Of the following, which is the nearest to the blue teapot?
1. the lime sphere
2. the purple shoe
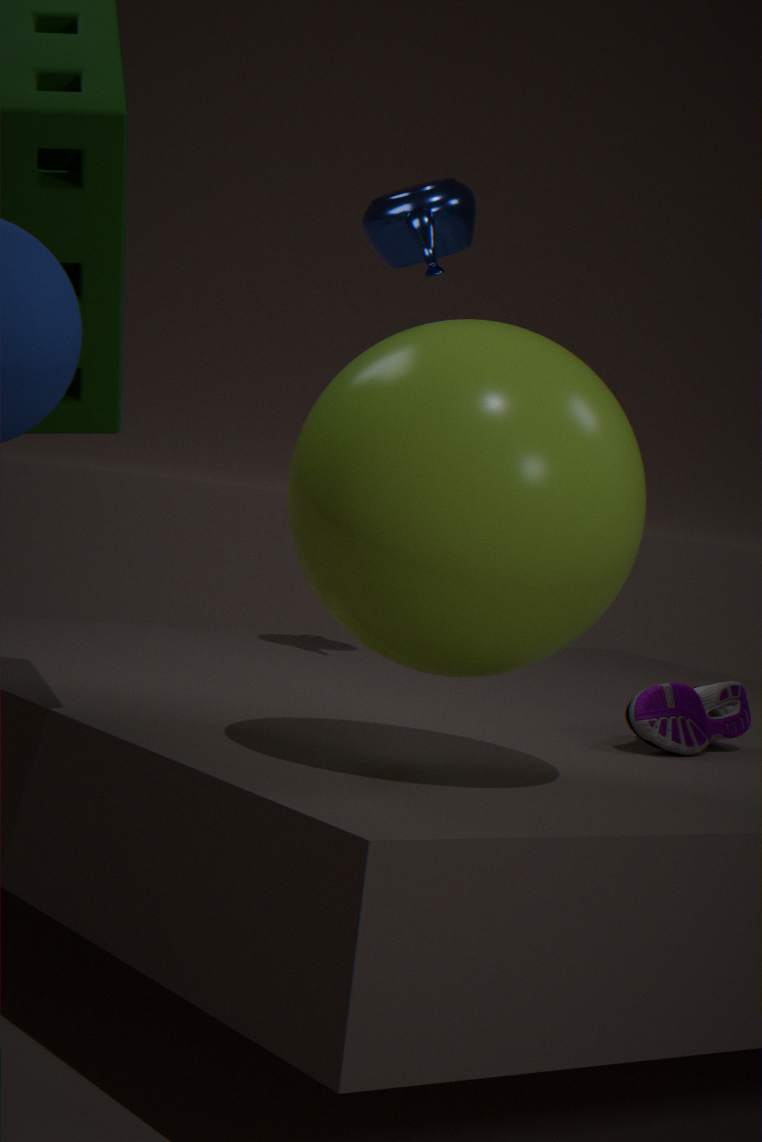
the lime sphere
